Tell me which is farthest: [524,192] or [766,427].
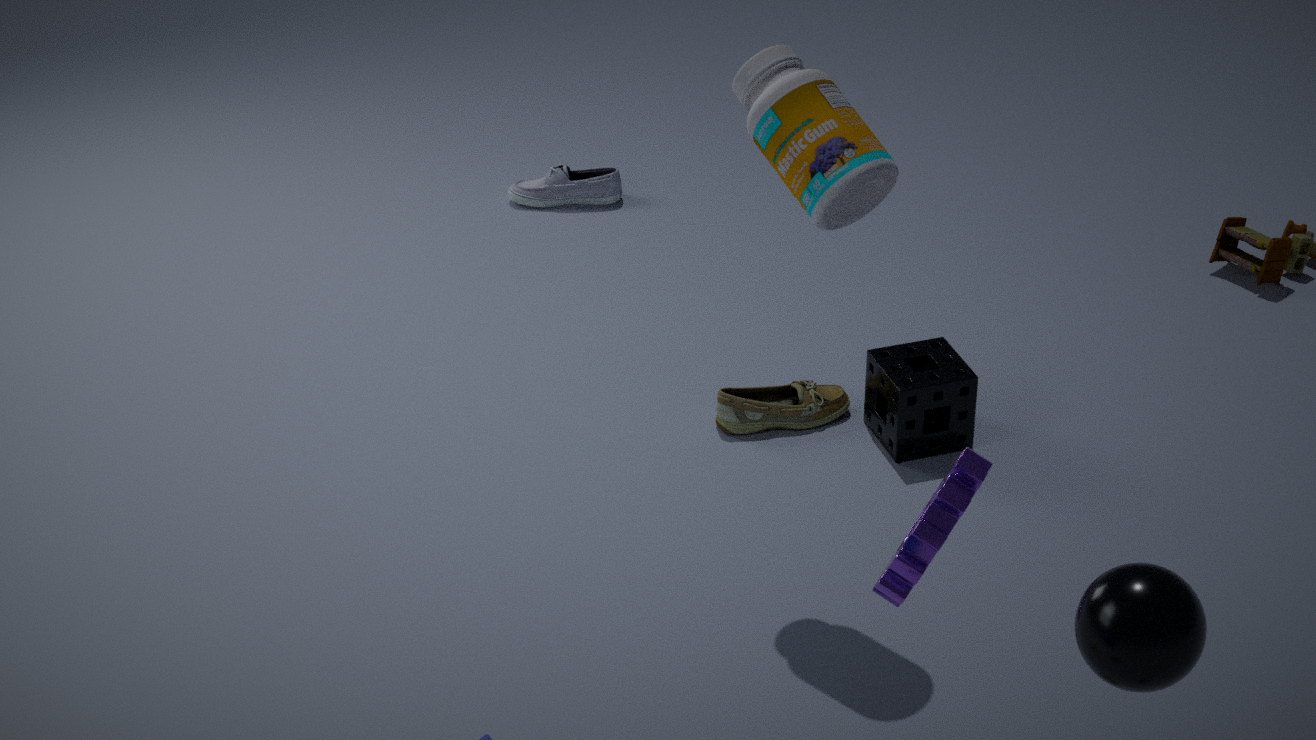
[524,192]
